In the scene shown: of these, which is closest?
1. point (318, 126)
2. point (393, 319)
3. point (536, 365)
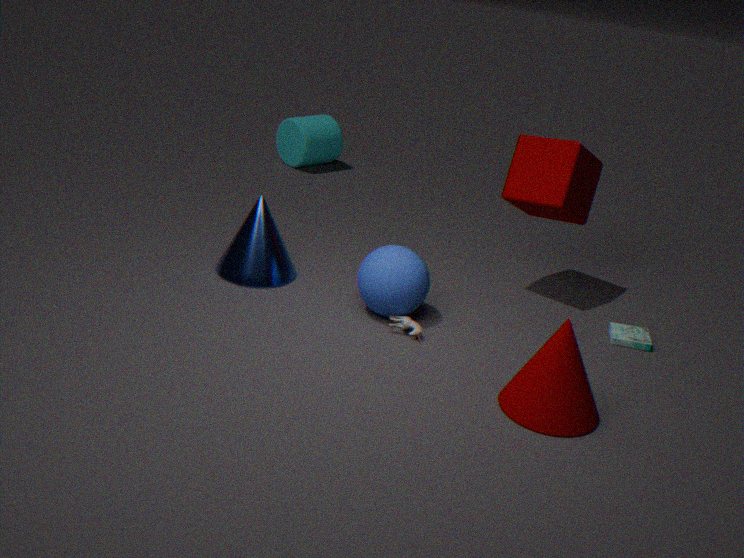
point (536, 365)
